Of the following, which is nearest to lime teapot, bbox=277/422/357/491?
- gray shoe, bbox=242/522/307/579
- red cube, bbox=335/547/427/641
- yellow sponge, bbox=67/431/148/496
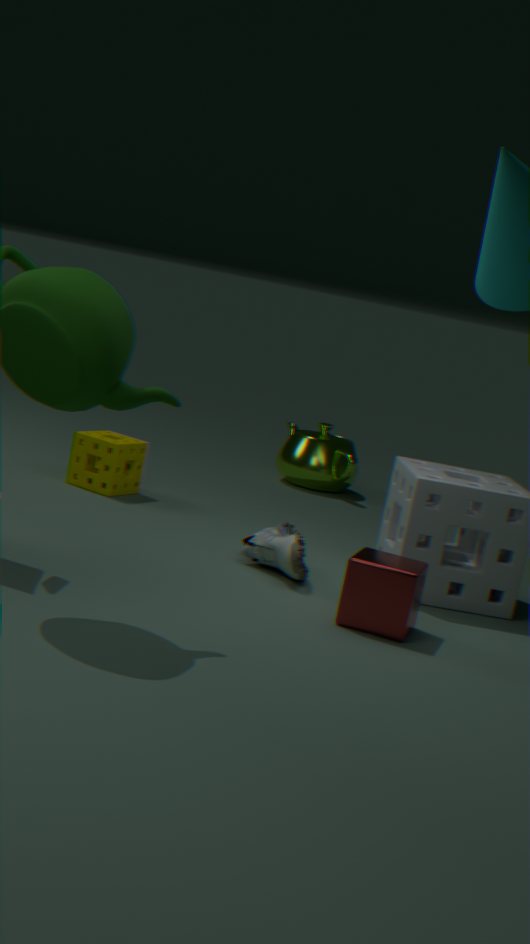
yellow sponge, bbox=67/431/148/496
